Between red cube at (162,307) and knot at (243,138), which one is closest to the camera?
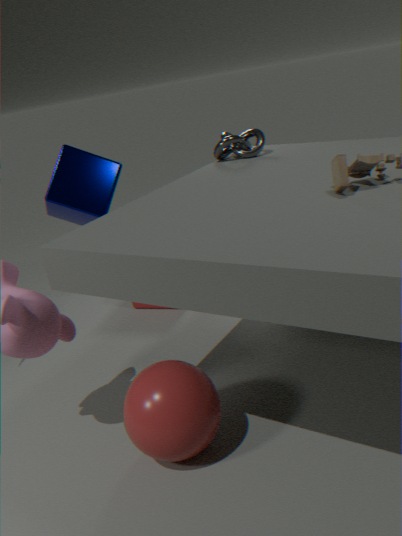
knot at (243,138)
